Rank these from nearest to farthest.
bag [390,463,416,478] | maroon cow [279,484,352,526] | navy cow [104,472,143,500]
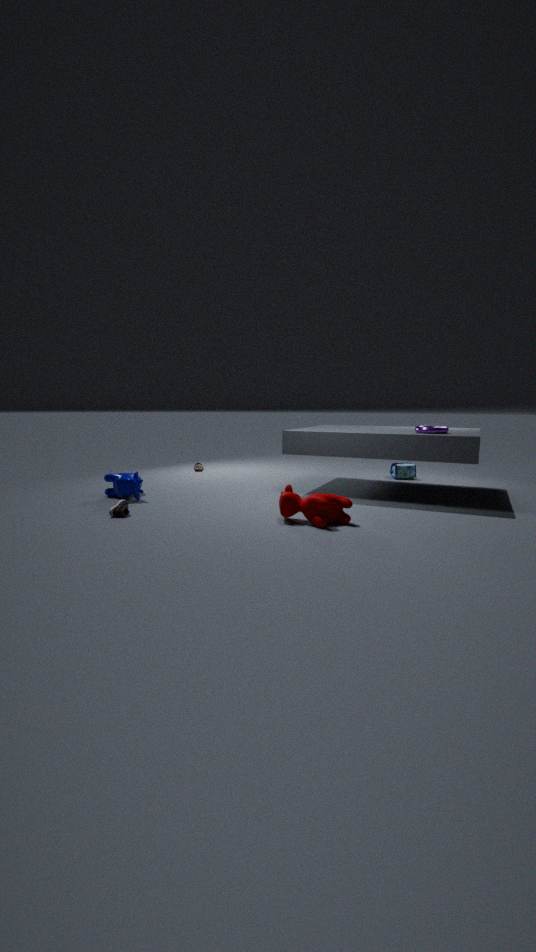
maroon cow [279,484,352,526] → navy cow [104,472,143,500] → bag [390,463,416,478]
